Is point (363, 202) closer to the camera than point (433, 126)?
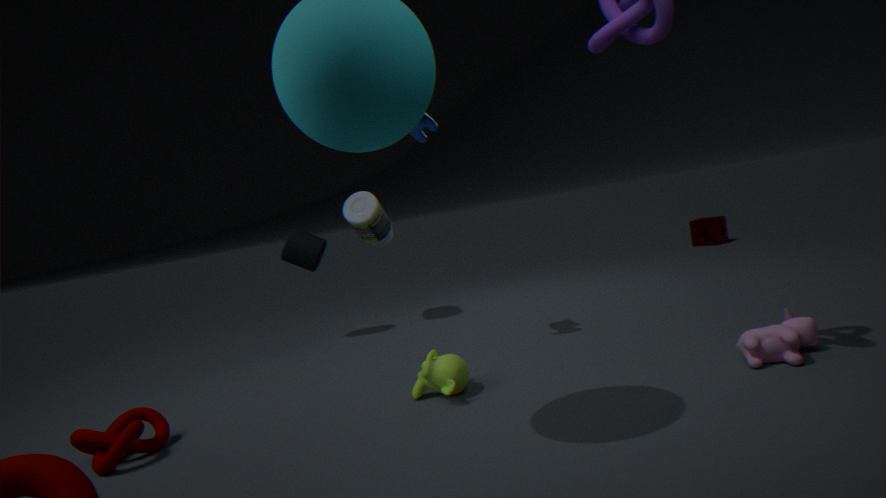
No
